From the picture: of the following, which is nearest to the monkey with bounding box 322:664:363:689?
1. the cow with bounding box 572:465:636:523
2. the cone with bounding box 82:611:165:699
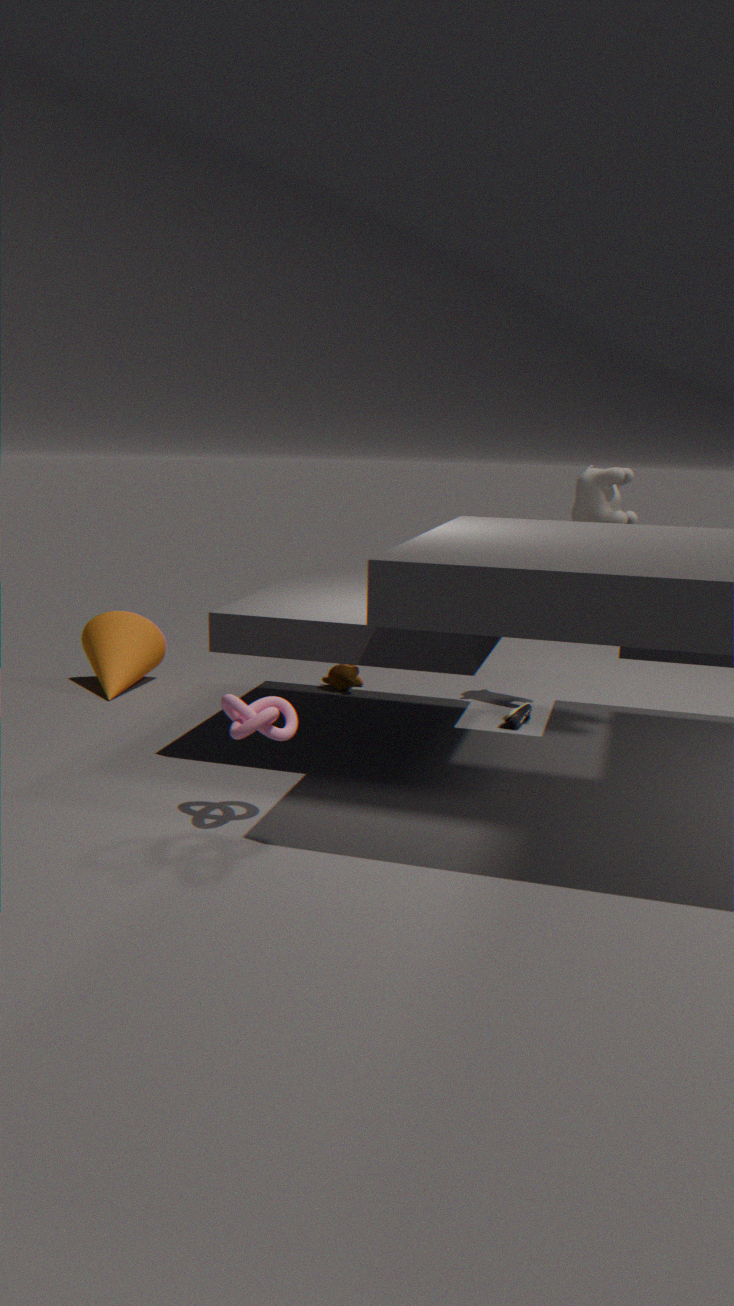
the cone with bounding box 82:611:165:699
